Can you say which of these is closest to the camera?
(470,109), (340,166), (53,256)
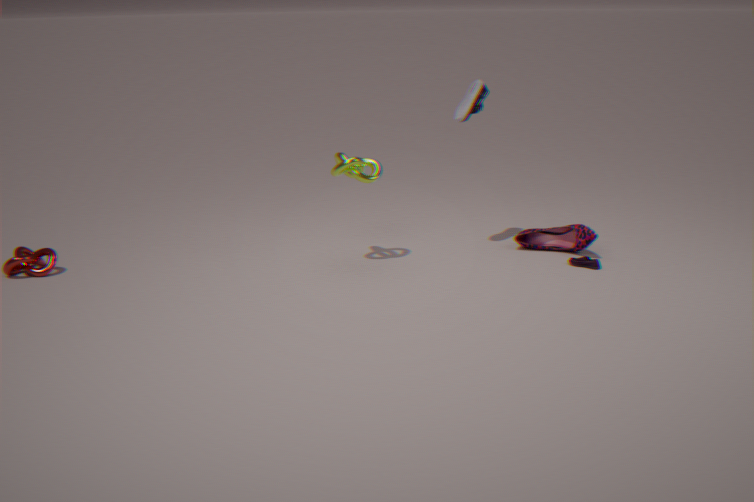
(340,166)
